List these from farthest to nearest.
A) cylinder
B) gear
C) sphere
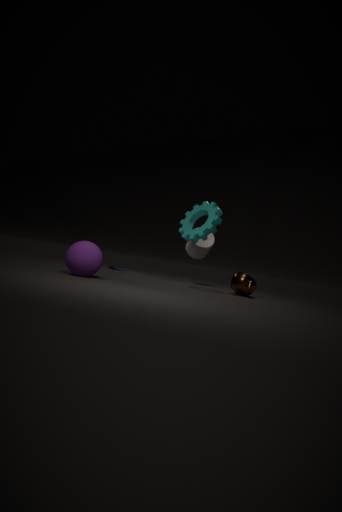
1. cylinder
2. gear
3. sphere
